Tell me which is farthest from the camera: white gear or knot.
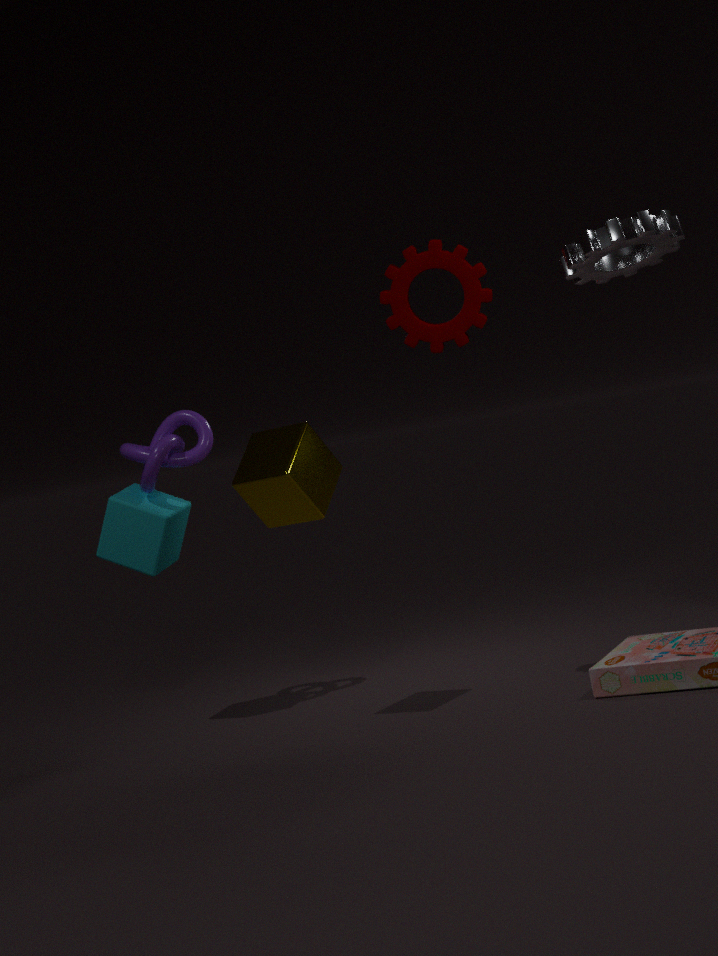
knot
